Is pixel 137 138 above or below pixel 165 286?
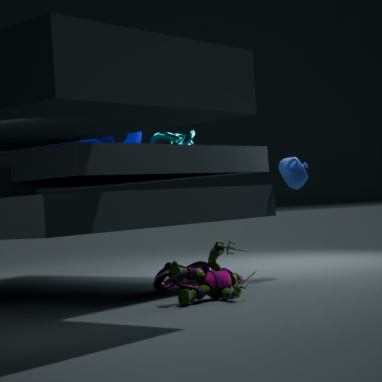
above
